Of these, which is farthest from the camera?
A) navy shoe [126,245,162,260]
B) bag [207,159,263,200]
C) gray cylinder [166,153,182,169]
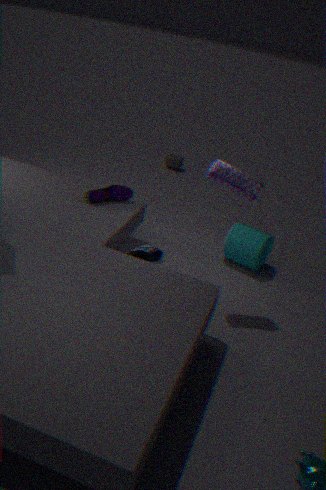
gray cylinder [166,153,182,169]
